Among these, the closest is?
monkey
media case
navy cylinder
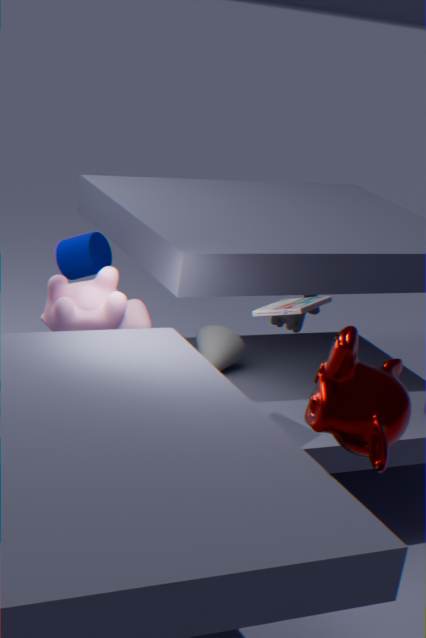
monkey
